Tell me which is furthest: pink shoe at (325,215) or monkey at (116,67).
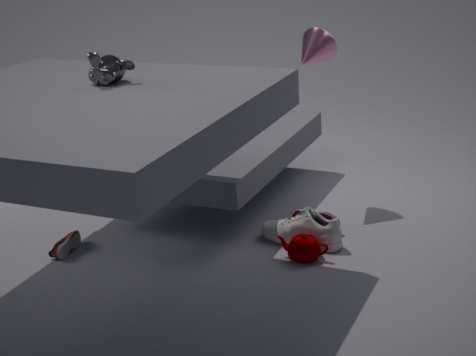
pink shoe at (325,215)
